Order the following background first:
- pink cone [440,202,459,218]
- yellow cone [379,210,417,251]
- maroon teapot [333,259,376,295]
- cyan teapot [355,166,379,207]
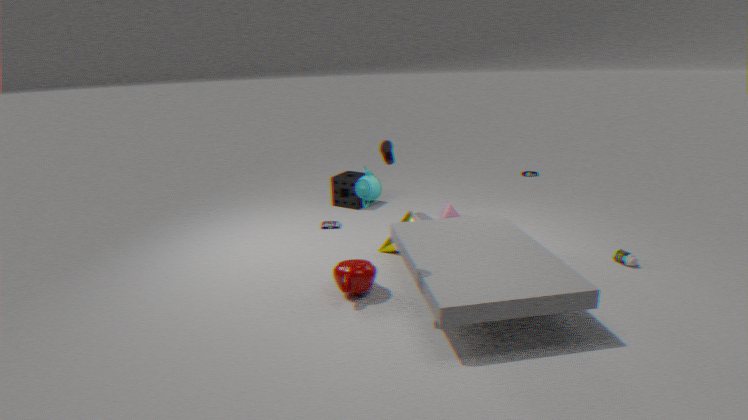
pink cone [440,202,459,218], yellow cone [379,210,417,251], maroon teapot [333,259,376,295], cyan teapot [355,166,379,207]
